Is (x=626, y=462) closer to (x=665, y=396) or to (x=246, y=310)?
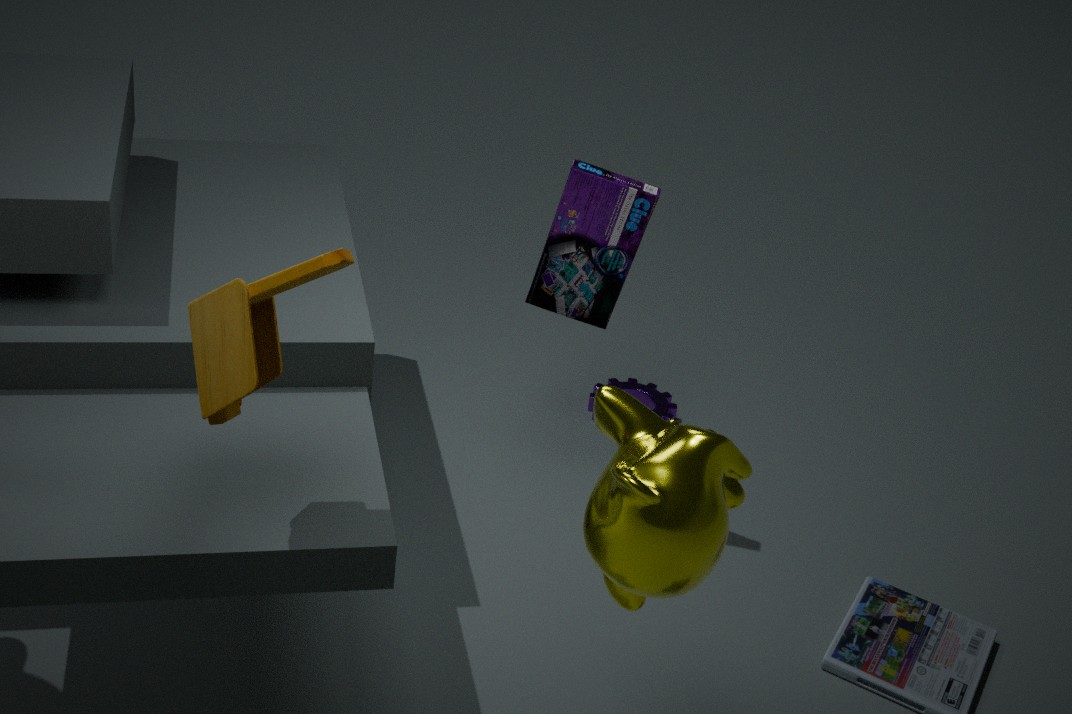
(x=246, y=310)
